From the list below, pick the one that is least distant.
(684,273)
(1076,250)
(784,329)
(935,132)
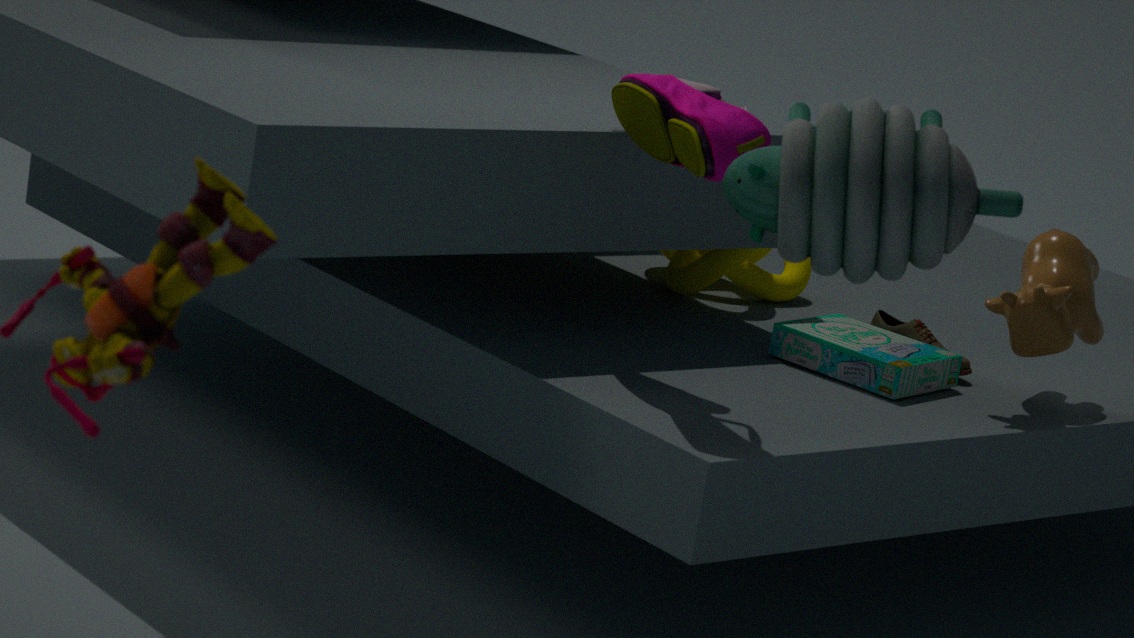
Result: (935,132)
